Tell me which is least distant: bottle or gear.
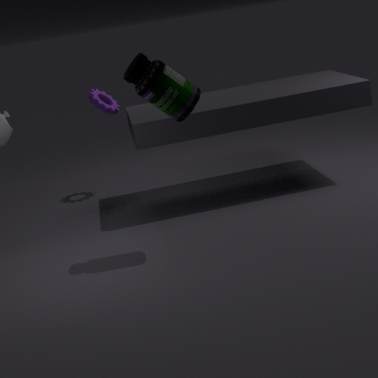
bottle
